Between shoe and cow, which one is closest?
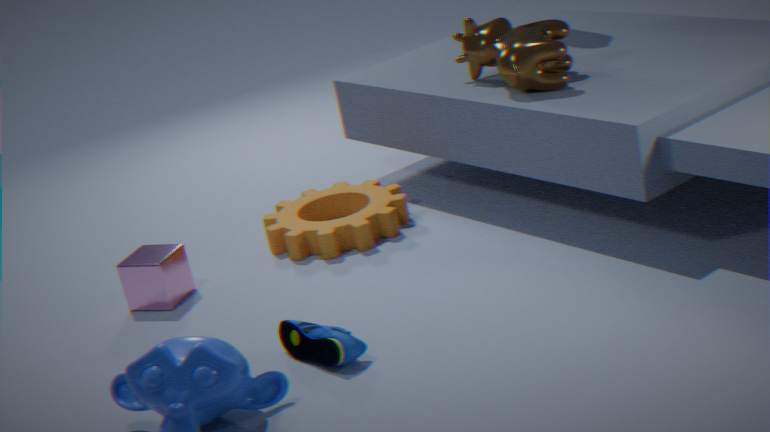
shoe
